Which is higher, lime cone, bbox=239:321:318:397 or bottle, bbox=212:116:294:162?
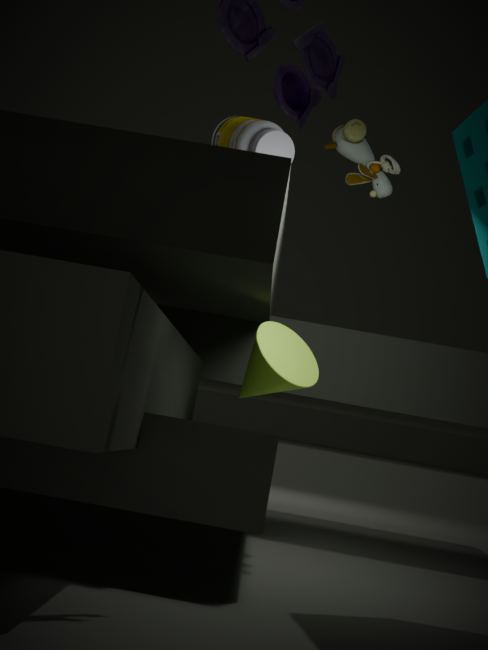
bottle, bbox=212:116:294:162
